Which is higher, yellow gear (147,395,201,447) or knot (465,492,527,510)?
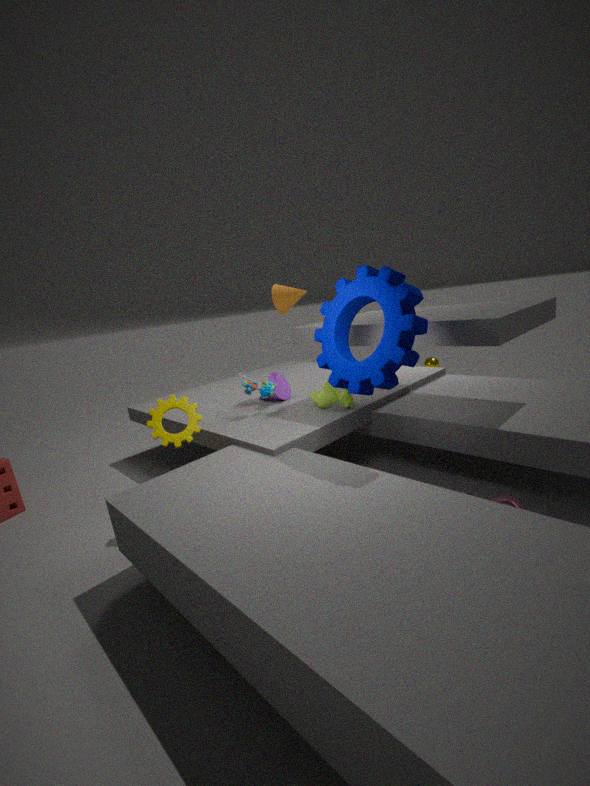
yellow gear (147,395,201,447)
